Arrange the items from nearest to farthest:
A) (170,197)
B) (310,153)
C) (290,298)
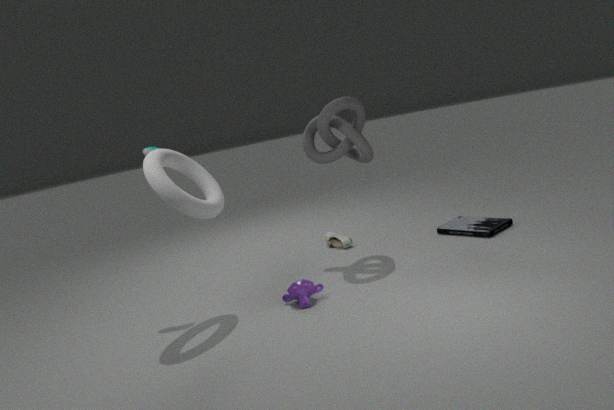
(170,197) < (290,298) < (310,153)
